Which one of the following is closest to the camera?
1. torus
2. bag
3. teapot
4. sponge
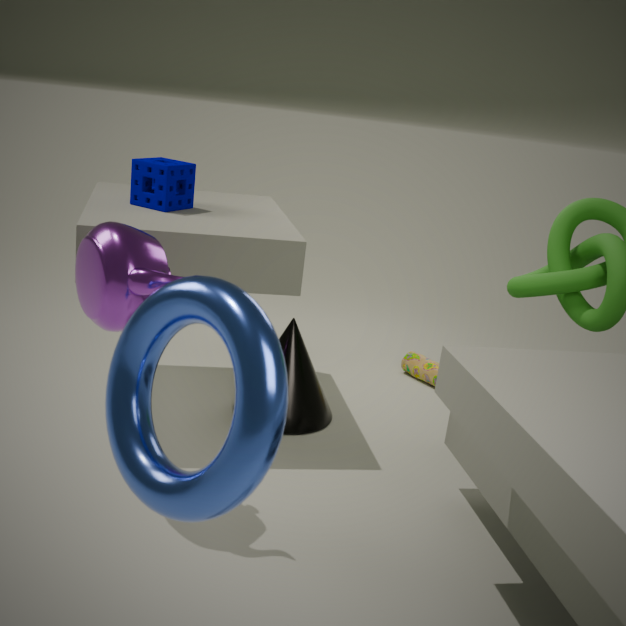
torus
